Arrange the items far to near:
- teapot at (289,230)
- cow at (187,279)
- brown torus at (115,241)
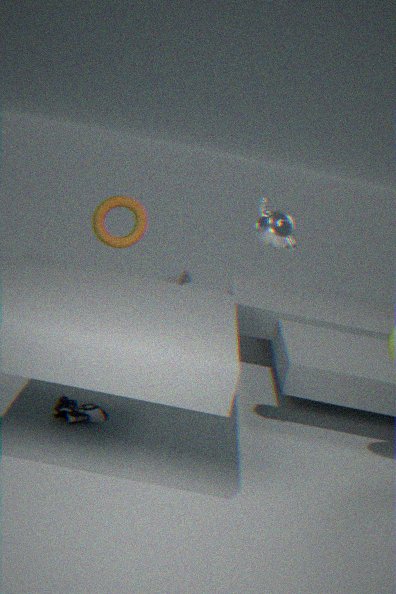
cow at (187,279) → brown torus at (115,241) → teapot at (289,230)
